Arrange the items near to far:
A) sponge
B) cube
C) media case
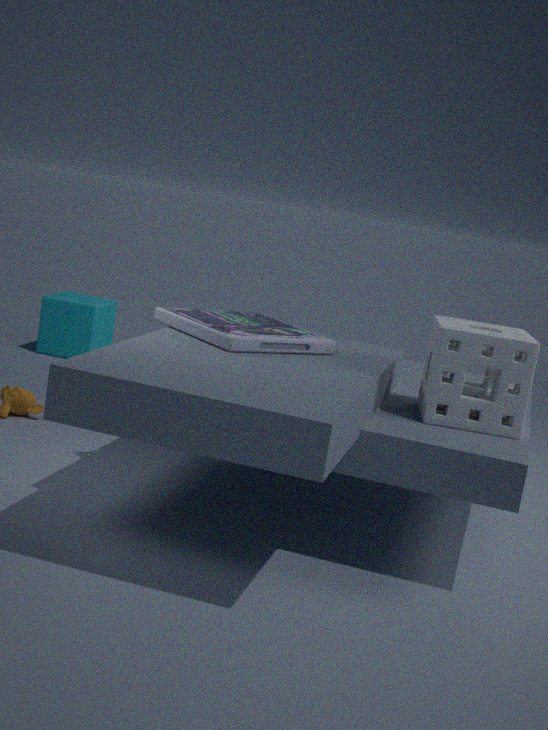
sponge < media case < cube
